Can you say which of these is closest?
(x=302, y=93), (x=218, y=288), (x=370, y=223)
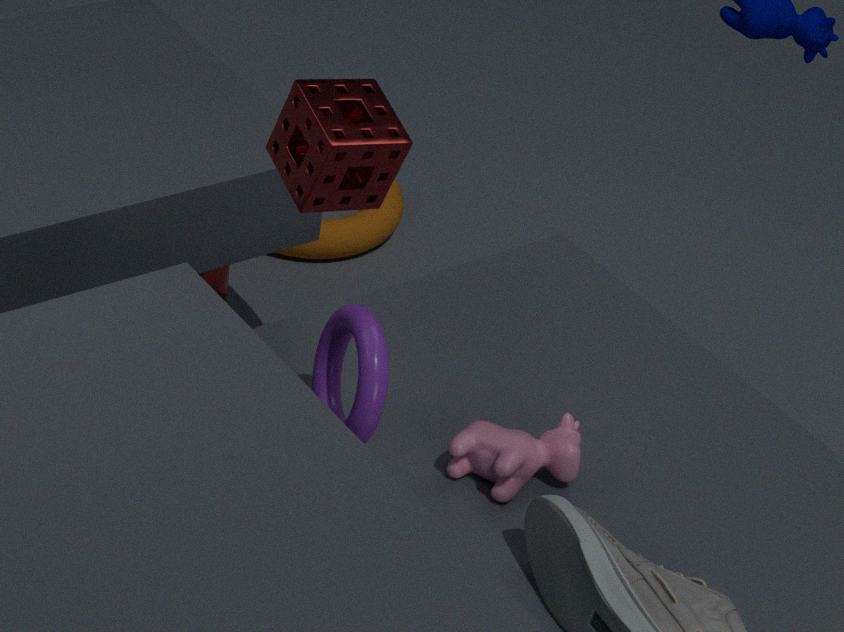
(x=302, y=93)
